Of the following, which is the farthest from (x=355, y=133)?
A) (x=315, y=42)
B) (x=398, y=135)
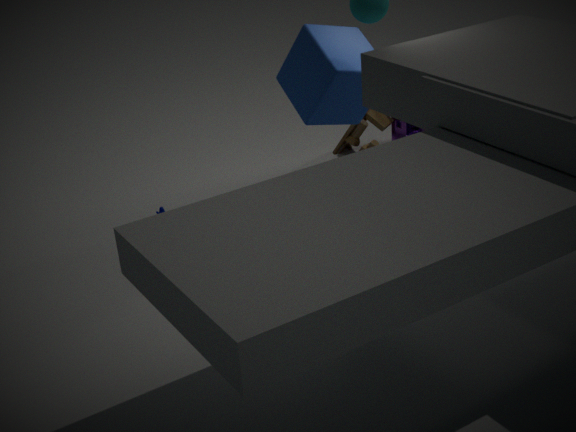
(x=315, y=42)
